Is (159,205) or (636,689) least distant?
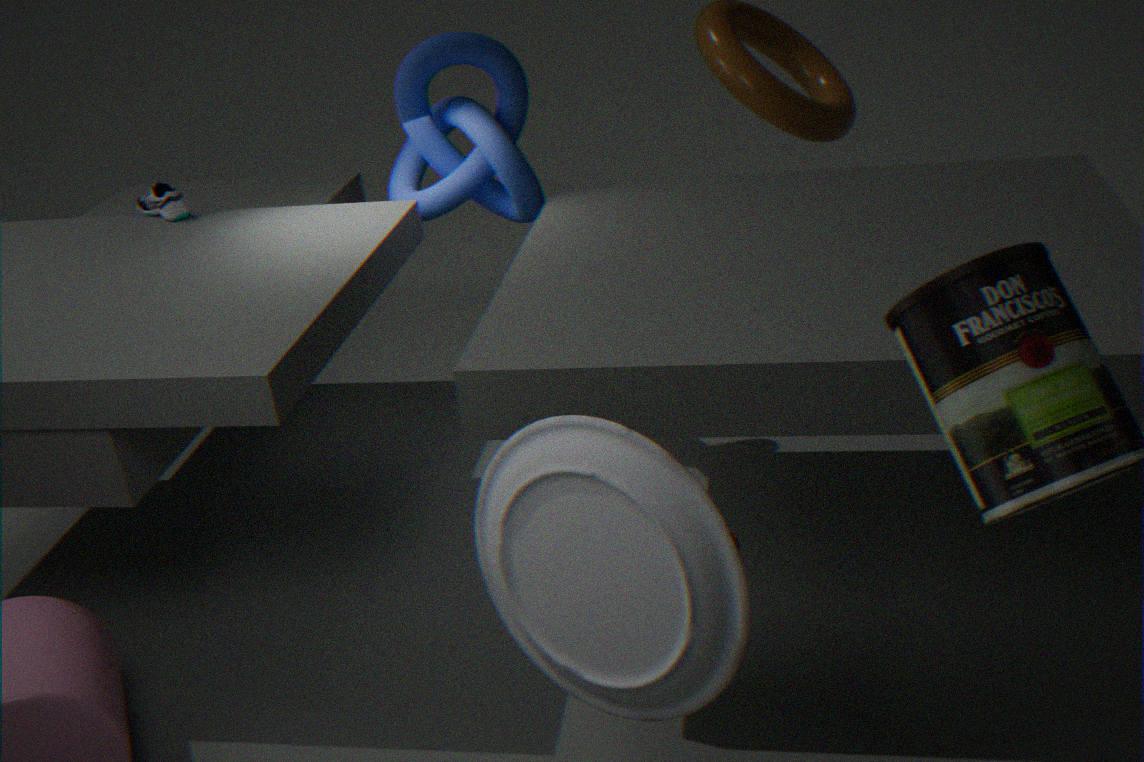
(636,689)
